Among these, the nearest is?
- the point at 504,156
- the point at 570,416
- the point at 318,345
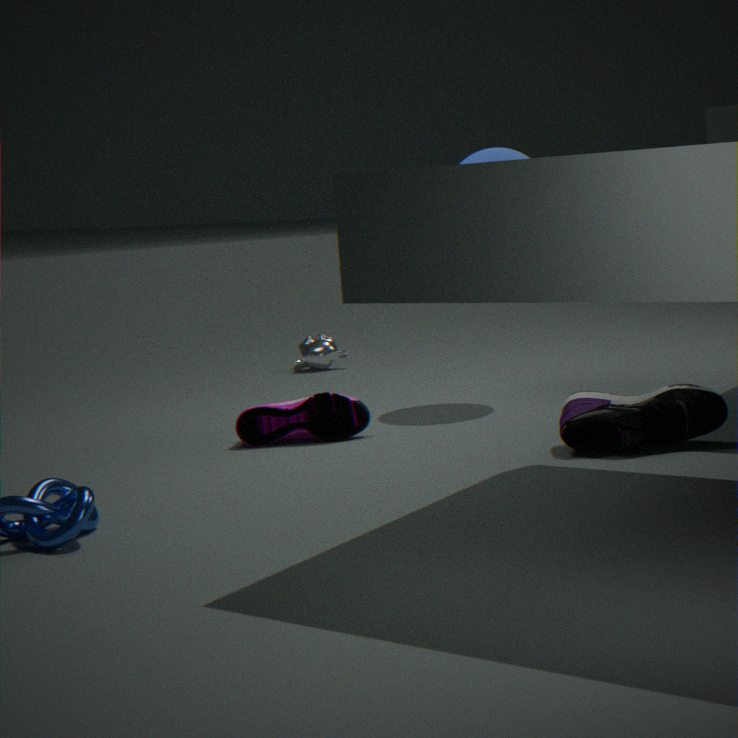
the point at 570,416
